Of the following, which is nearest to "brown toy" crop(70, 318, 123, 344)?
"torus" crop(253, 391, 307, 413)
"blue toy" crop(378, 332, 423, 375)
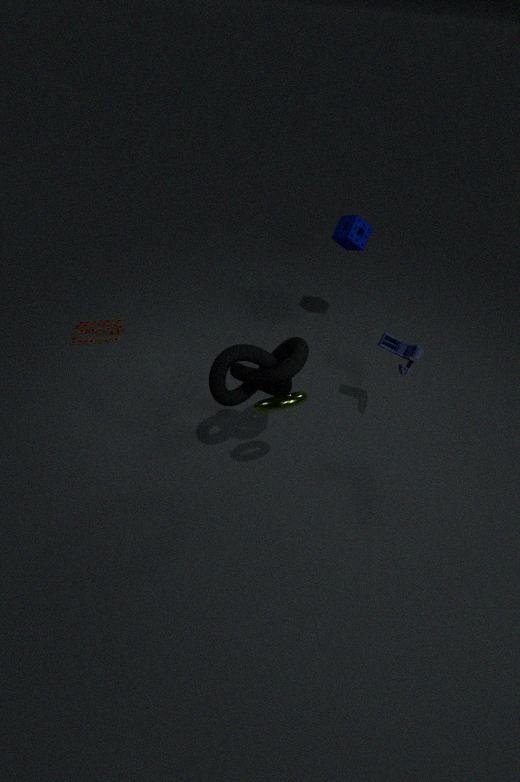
"torus" crop(253, 391, 307, 413)
